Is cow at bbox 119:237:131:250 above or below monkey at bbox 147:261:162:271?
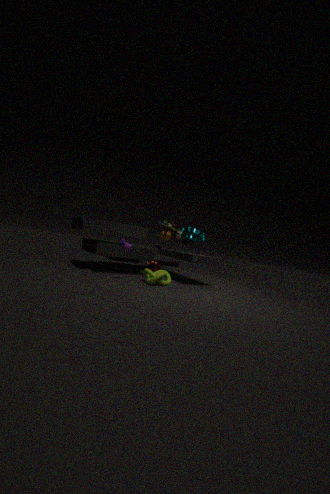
above
